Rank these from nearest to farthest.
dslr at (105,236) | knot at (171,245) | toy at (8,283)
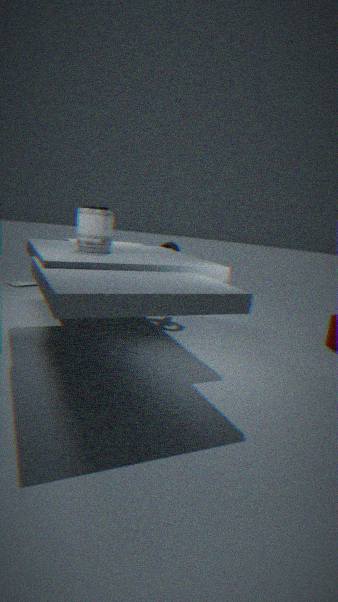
1. dslr at (105,236)
2. knot at (171,245)
3. toy at (8,283)
